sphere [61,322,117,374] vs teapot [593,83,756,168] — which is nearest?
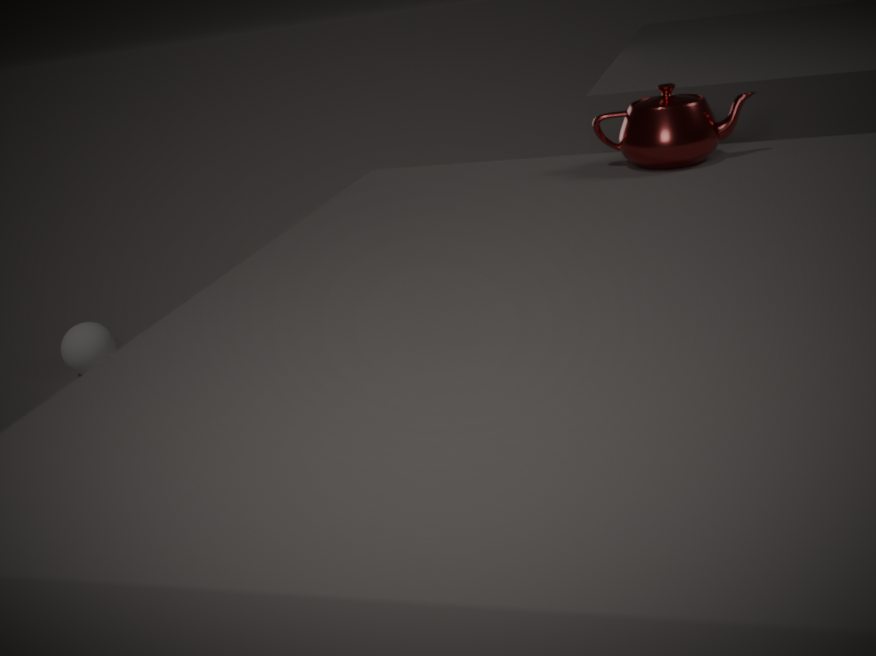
teapot [593,83,756,168]
